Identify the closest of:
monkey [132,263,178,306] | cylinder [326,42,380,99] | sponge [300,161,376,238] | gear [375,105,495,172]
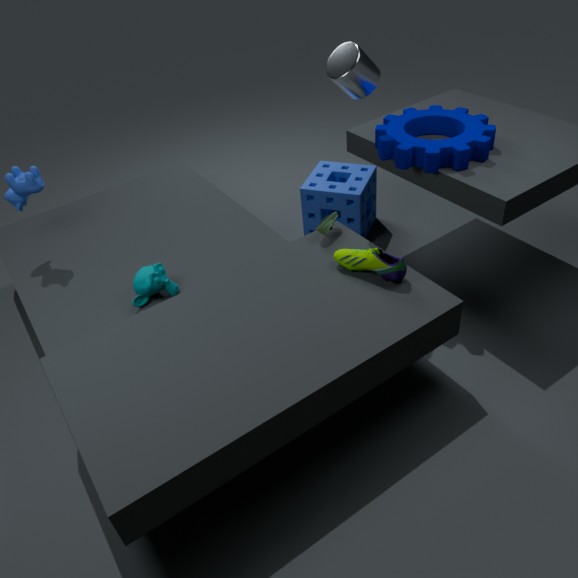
cylinder [326,42,380,99]
